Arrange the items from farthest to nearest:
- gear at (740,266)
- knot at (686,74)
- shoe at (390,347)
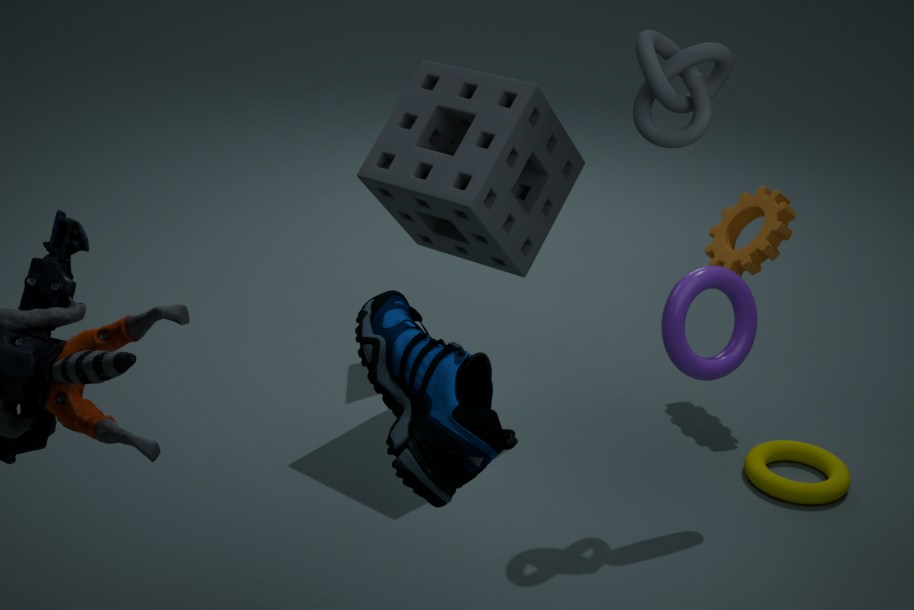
gear at (740,266) < knot at (686,74) < shoe at (390,347)
